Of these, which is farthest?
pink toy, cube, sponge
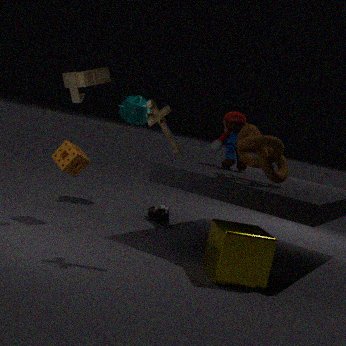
pink toy
